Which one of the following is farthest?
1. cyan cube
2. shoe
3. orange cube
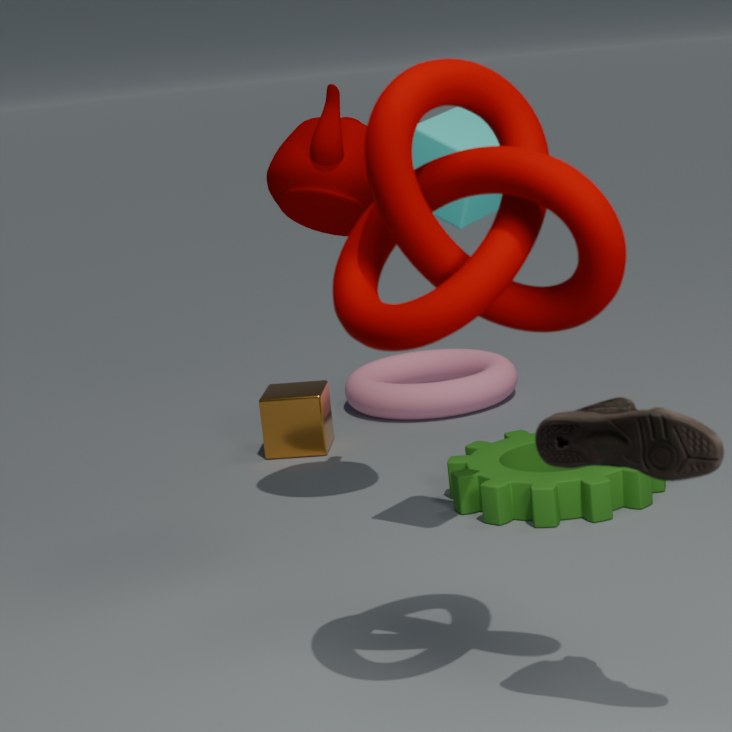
orange cube
